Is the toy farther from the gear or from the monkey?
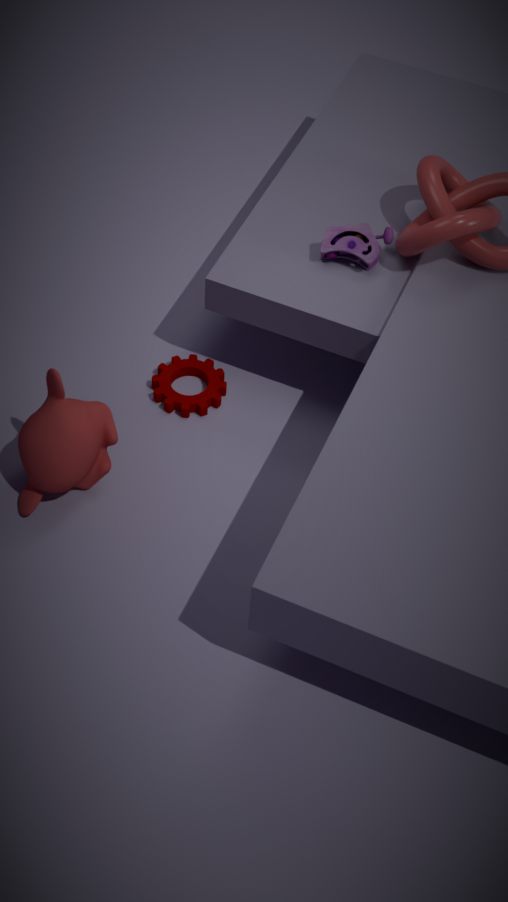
the monkey
